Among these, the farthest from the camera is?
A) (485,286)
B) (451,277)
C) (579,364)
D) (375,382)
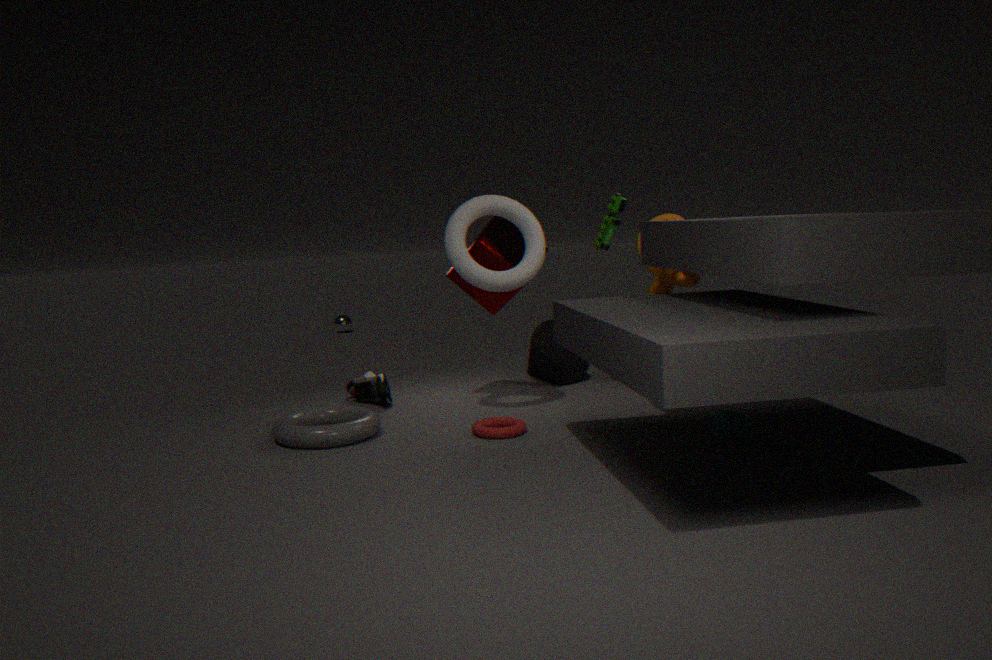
(579,364)
